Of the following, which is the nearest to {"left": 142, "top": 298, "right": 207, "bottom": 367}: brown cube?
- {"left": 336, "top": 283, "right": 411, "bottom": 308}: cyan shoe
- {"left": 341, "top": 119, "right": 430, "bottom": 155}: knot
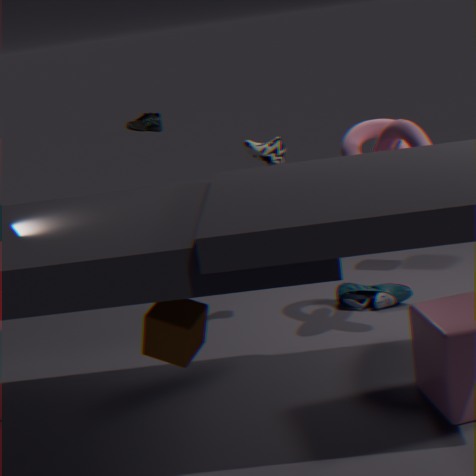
{"left": 341, "top": 119, "right": 430, "bottom": 155}: knot
